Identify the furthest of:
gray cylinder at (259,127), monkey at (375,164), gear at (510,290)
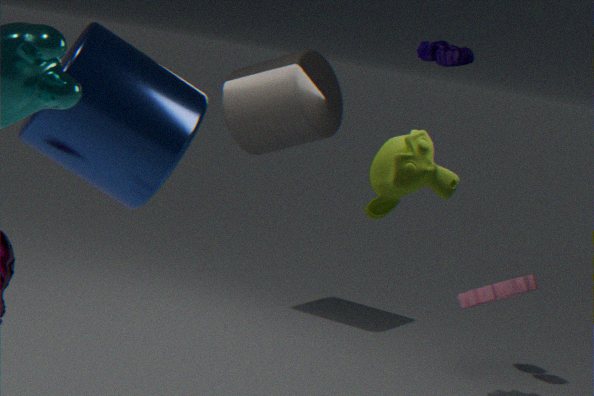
gray cylinder at (259,127)
